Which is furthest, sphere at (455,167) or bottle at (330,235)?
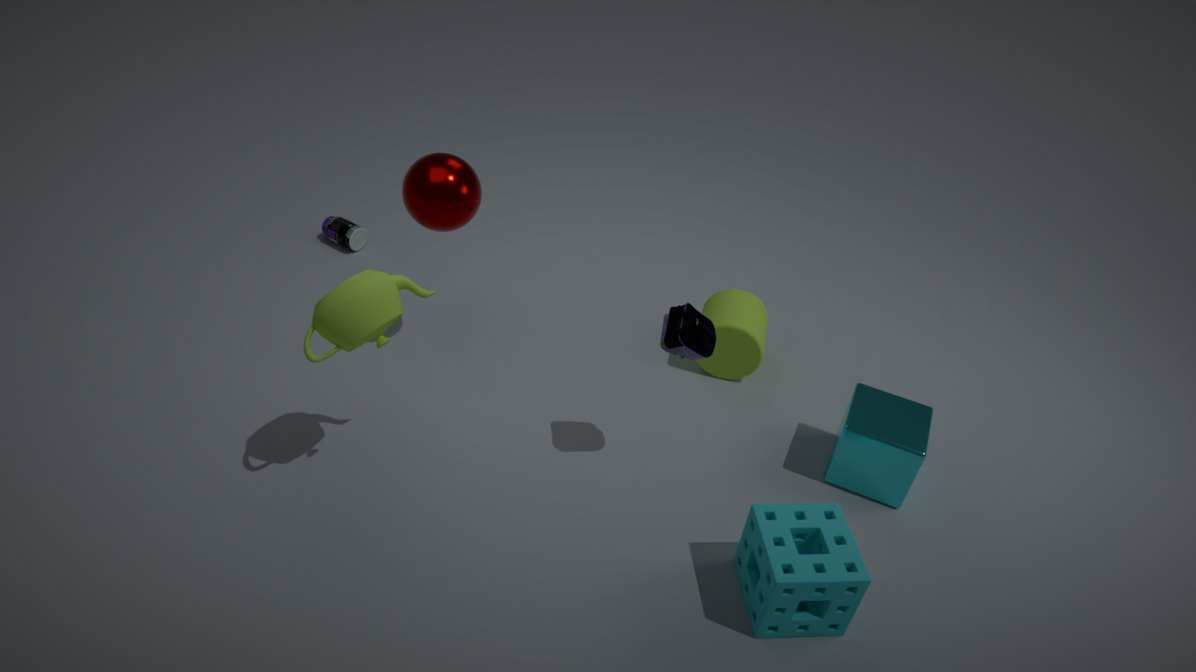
bottle at (330,235)
